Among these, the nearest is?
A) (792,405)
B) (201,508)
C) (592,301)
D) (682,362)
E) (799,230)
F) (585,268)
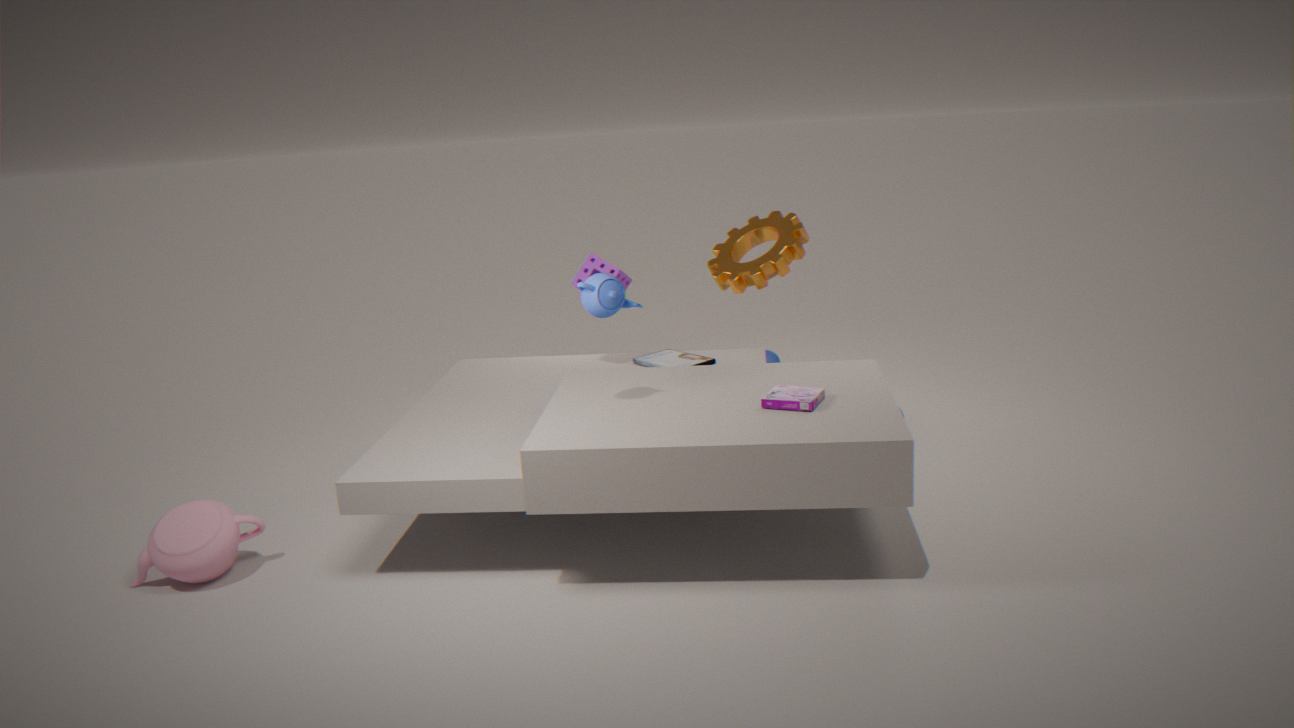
A. (792,405)
